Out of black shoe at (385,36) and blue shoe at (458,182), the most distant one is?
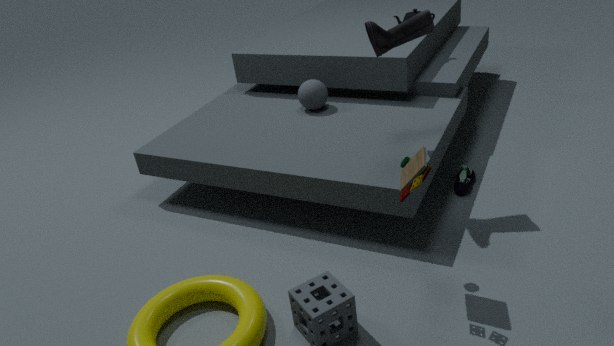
blue shoe at (458,182)
